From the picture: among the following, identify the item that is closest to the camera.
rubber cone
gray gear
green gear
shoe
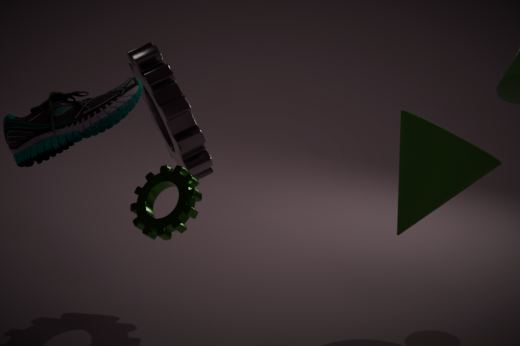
shoe
